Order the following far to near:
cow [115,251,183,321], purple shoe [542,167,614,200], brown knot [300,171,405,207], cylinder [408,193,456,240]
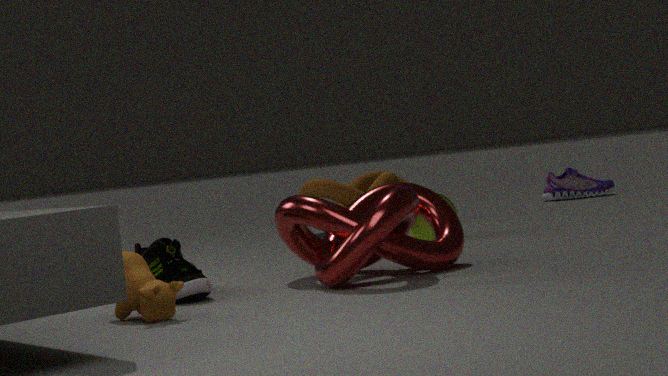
purple shoe [542,167,614,200]
brown knot [300,171,405,207]
cylinder [408,193,456,240]
cow [115,251,183,321]
